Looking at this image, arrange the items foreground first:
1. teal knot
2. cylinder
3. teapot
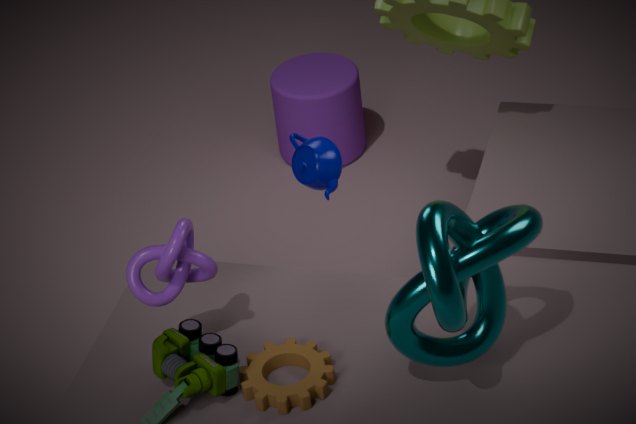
1. teal knot
2. teapot
3. cylinder
